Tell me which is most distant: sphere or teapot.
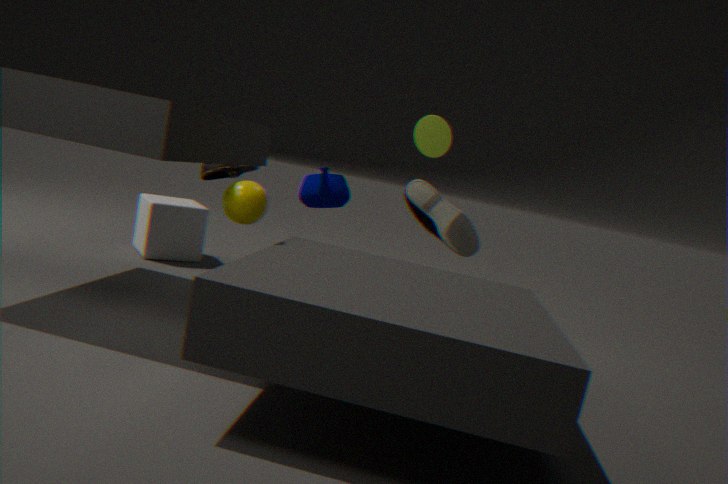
teapot
